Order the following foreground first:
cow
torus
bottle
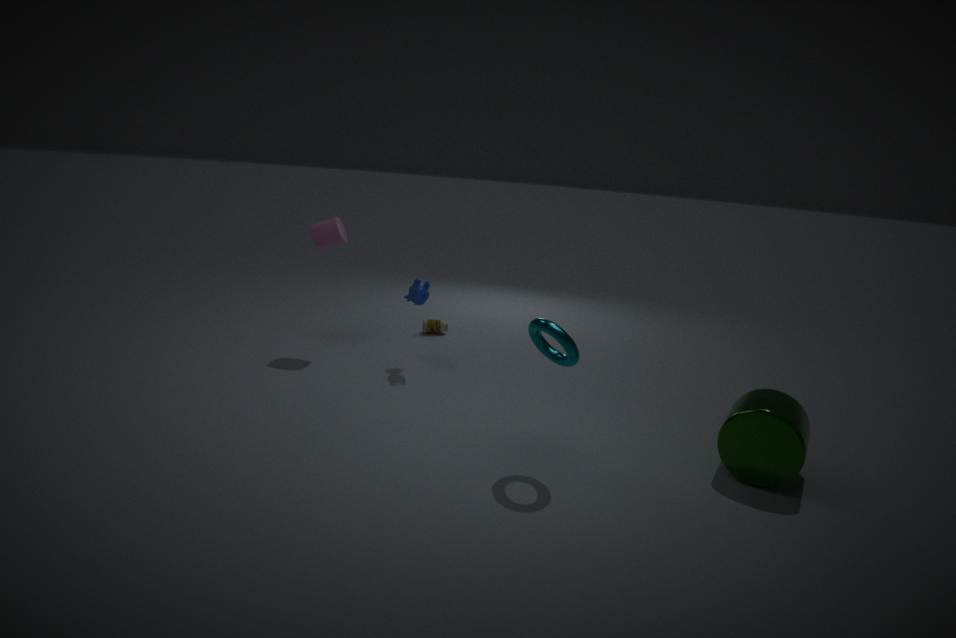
torus
cow
bottle
